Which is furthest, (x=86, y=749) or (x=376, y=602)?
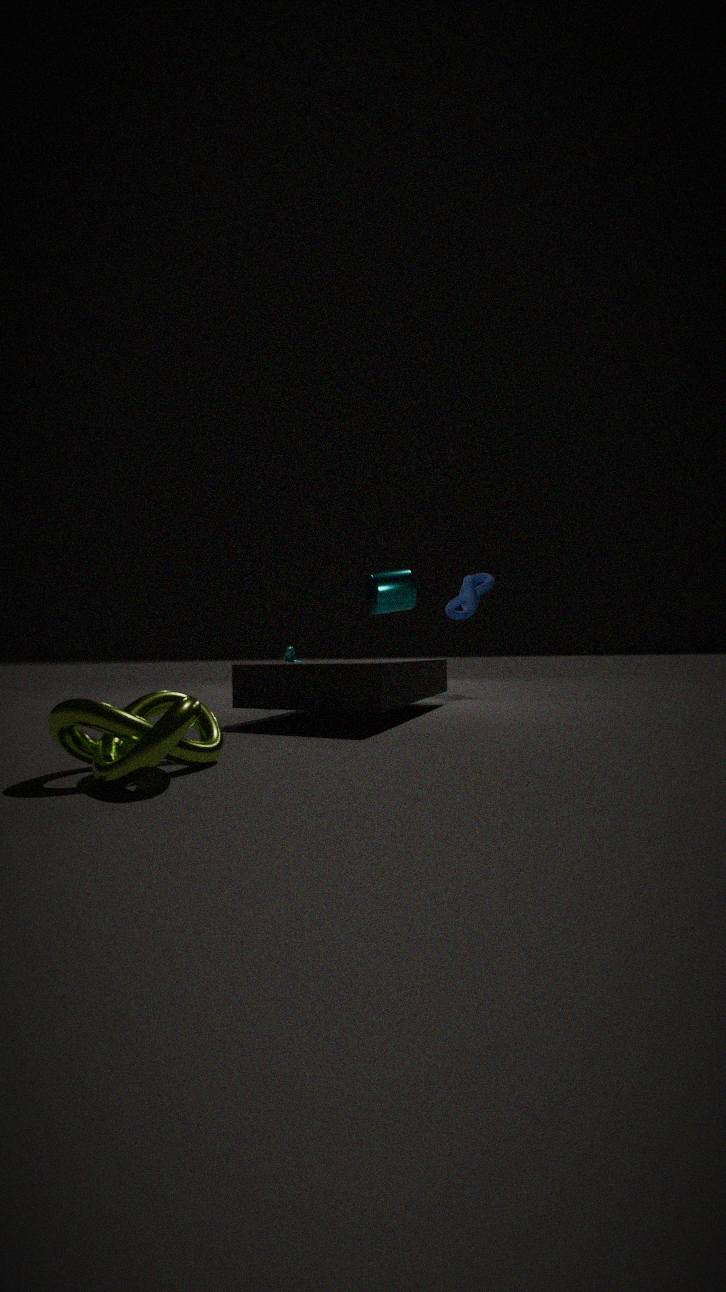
(x=376, y=602)
